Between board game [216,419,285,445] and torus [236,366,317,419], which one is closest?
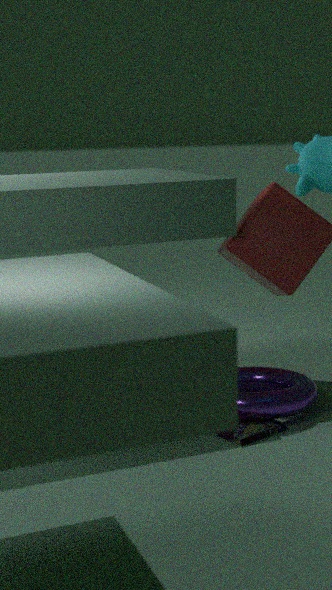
board game [216,419,285,445]
